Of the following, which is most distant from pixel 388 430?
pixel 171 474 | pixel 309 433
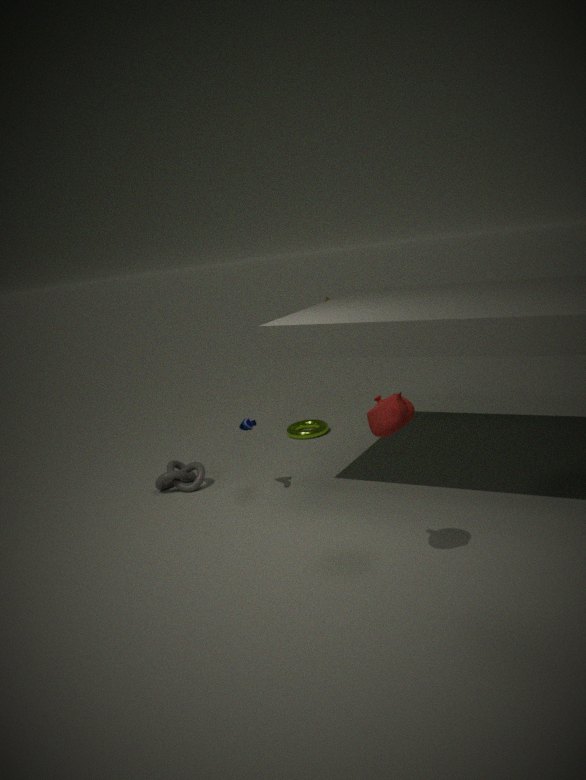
pixel 309 433
